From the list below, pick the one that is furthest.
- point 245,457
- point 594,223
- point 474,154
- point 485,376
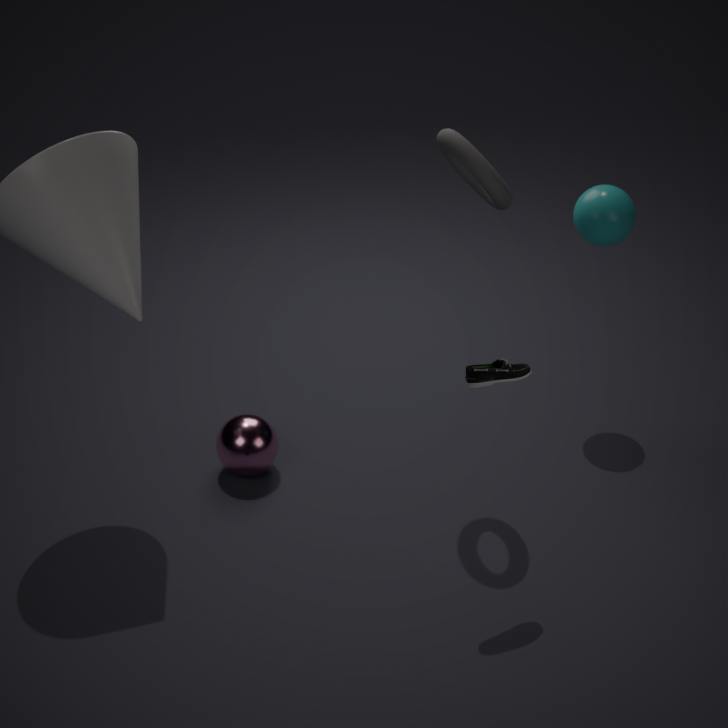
point 594,223
